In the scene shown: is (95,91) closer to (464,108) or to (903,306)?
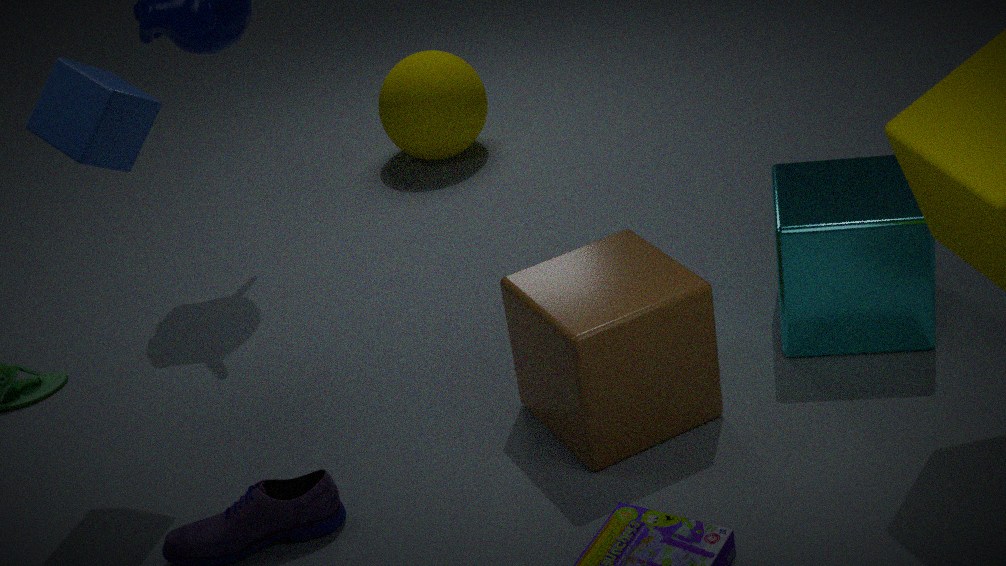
(464,108)
